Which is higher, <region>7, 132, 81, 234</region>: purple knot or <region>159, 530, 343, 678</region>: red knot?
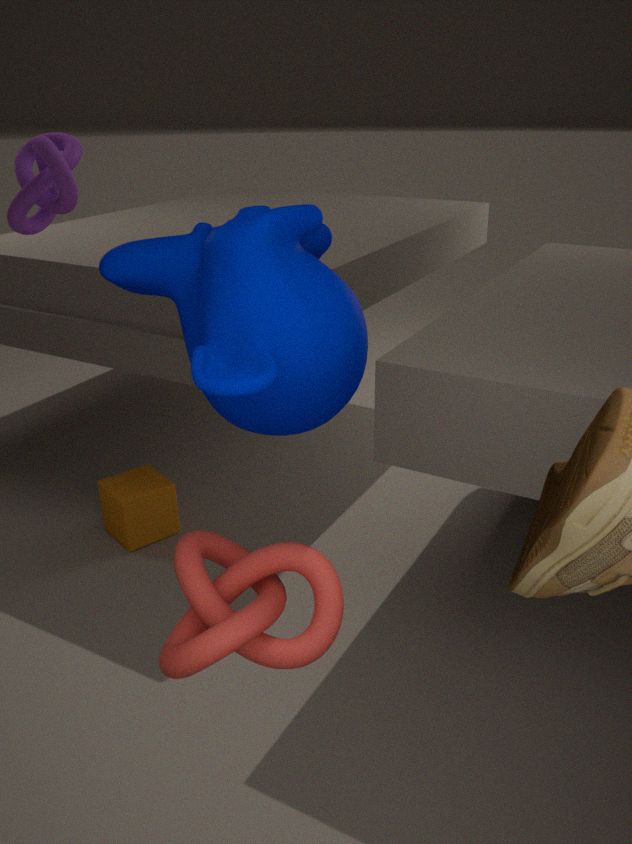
<region>7, 132, 81, 234</region>: purple knot
